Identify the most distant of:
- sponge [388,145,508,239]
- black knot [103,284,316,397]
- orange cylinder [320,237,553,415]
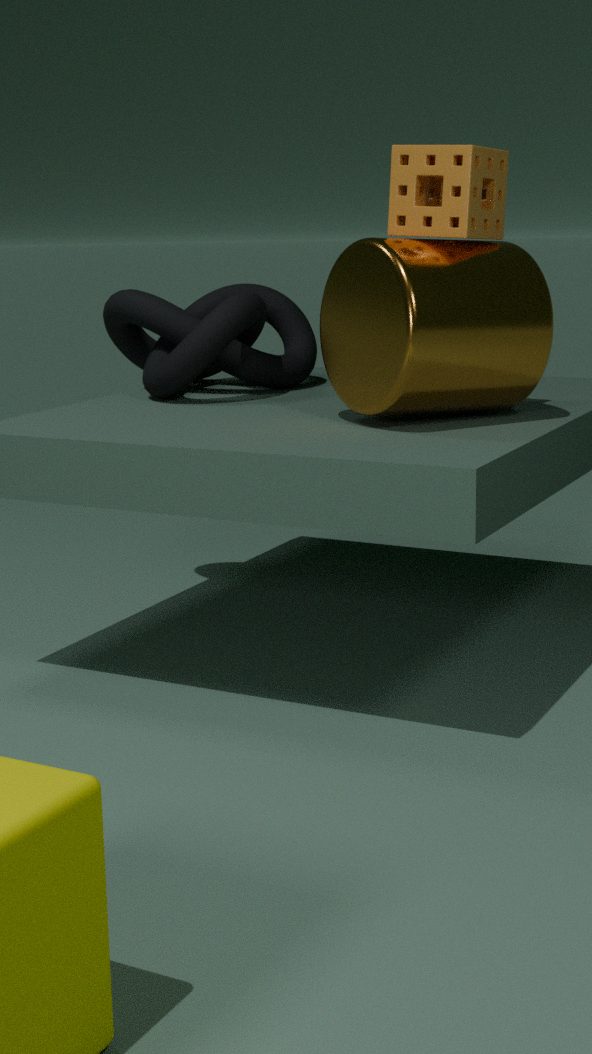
black knot [103,284,316,397]
